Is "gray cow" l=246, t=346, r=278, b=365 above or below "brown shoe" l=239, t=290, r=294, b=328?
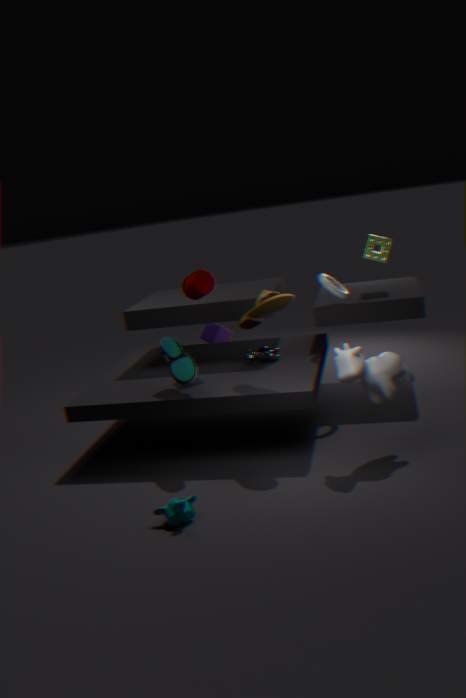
below
